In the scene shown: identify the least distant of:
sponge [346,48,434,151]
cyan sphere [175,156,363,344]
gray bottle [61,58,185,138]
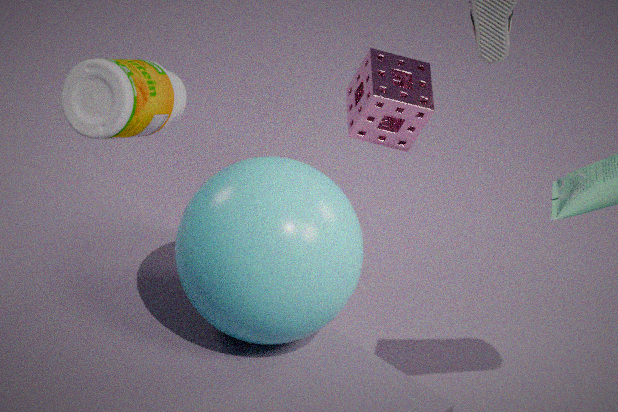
cyan sphere [175,156,363,344]
